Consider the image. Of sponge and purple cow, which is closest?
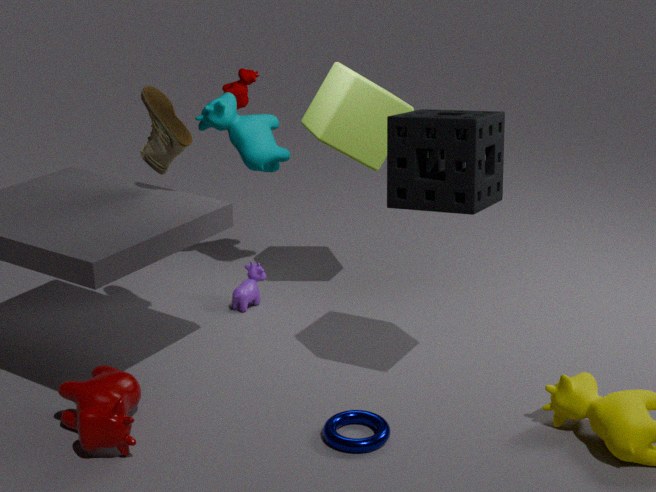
sponge
